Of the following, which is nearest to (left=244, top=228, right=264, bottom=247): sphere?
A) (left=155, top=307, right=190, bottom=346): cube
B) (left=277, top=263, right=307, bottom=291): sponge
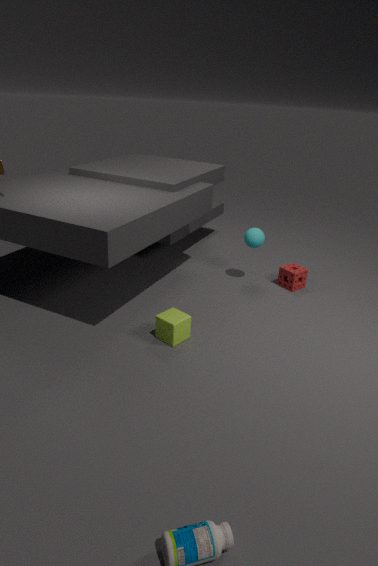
(left=277, top=263, right=307, bottom=291): sponge
